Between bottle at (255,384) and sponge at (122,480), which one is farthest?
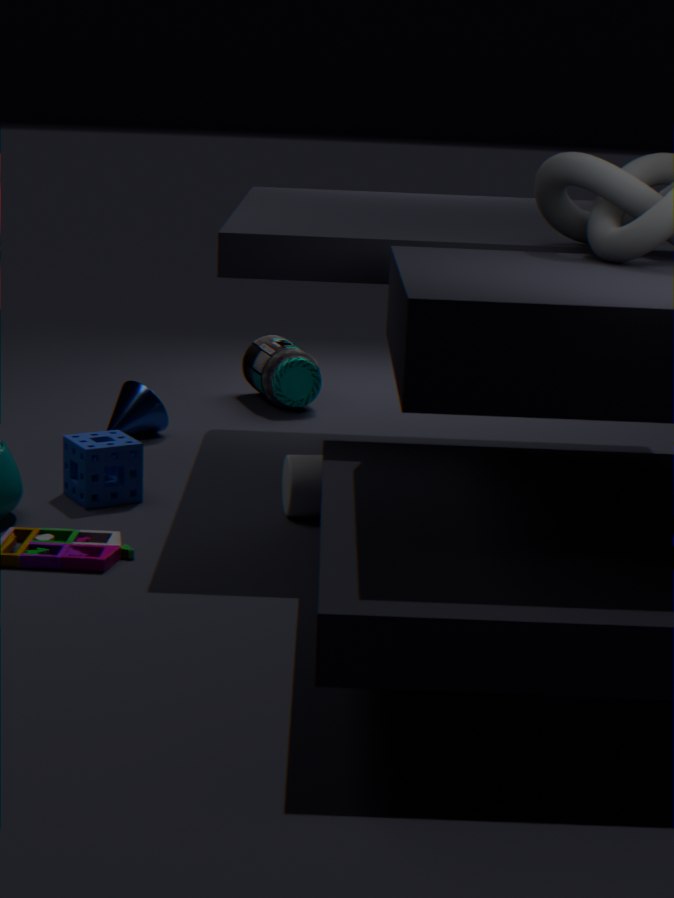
bottle at (255,384)
